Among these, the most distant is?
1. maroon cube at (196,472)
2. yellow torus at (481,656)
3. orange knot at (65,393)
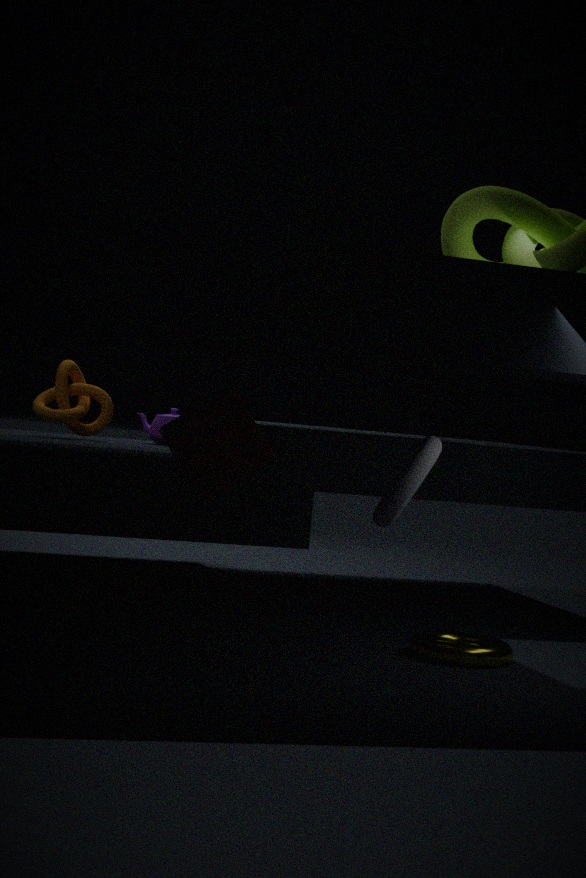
orange knot at (65,393)
